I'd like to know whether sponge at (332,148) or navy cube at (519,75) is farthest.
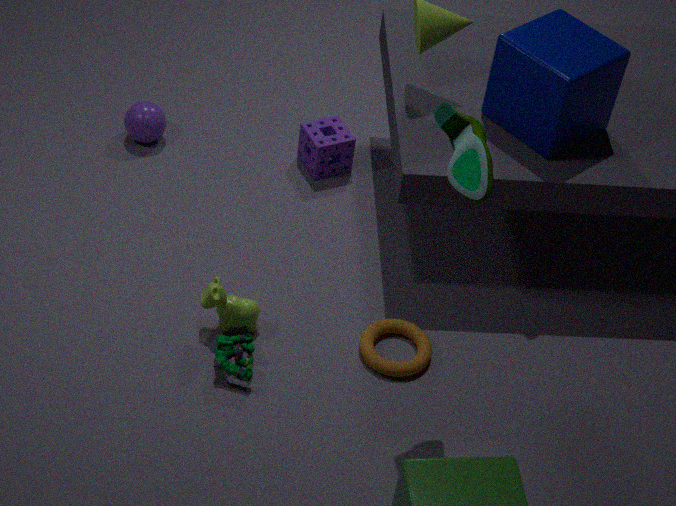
sponge at (332,148)
